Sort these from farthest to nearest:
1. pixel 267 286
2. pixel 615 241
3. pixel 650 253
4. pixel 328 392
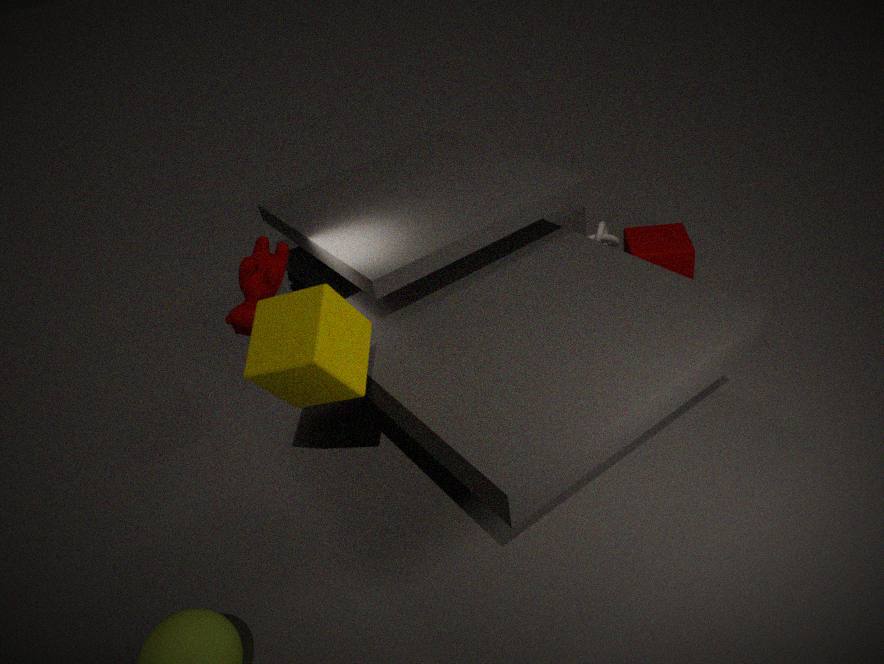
pixel 615 241 < pixel 650 253 < pixel 267 286 < pixel 328 392
